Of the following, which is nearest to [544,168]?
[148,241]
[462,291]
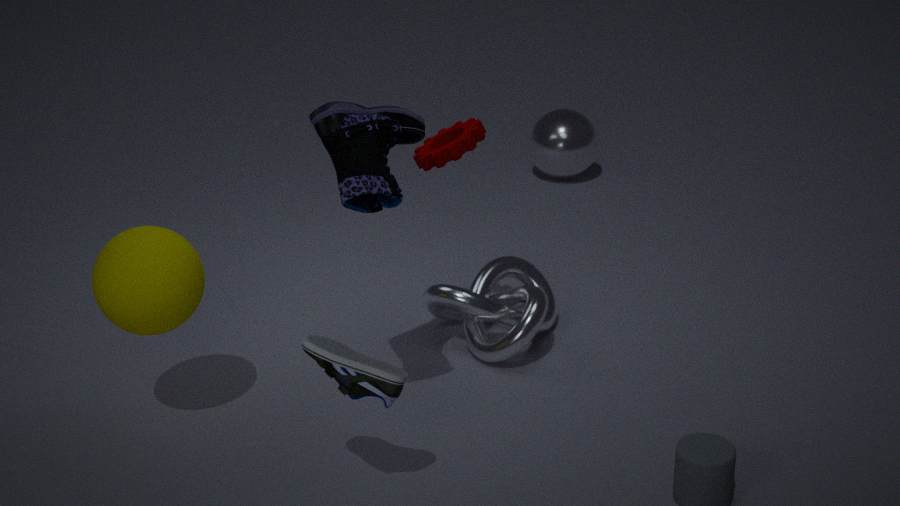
[462,291]
